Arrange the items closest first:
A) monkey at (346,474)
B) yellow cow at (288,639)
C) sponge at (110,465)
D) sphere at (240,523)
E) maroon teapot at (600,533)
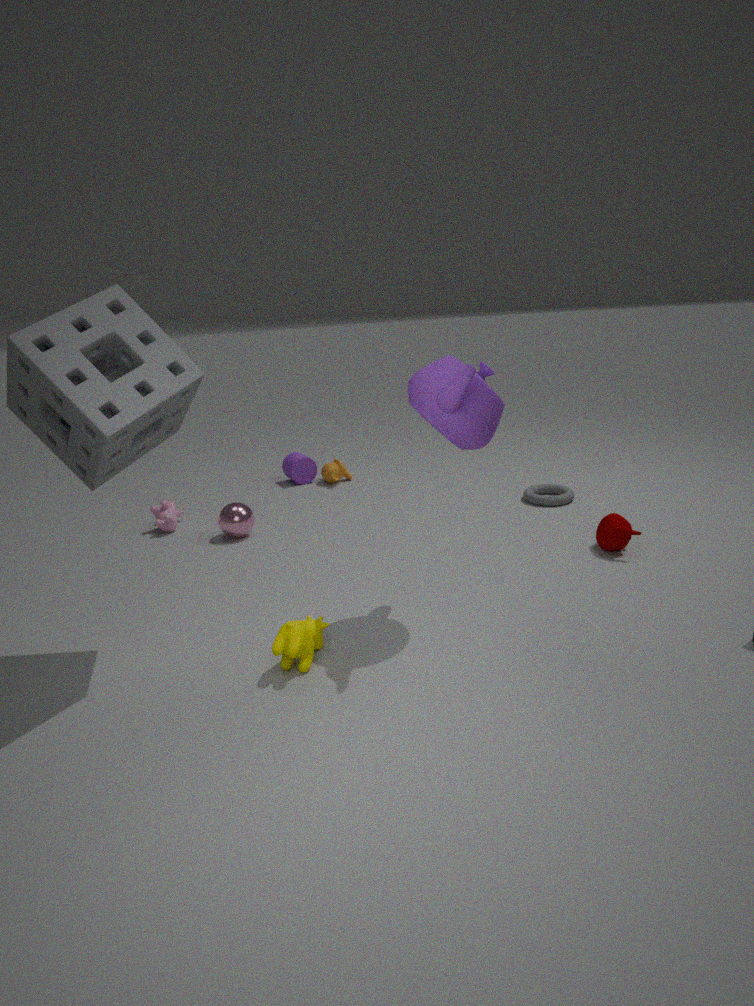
sponge at (110,465) < yellow cow at (288,639) < maroon teapot at (600,533) < sphere at (240,523) < monkey at (346,474)
